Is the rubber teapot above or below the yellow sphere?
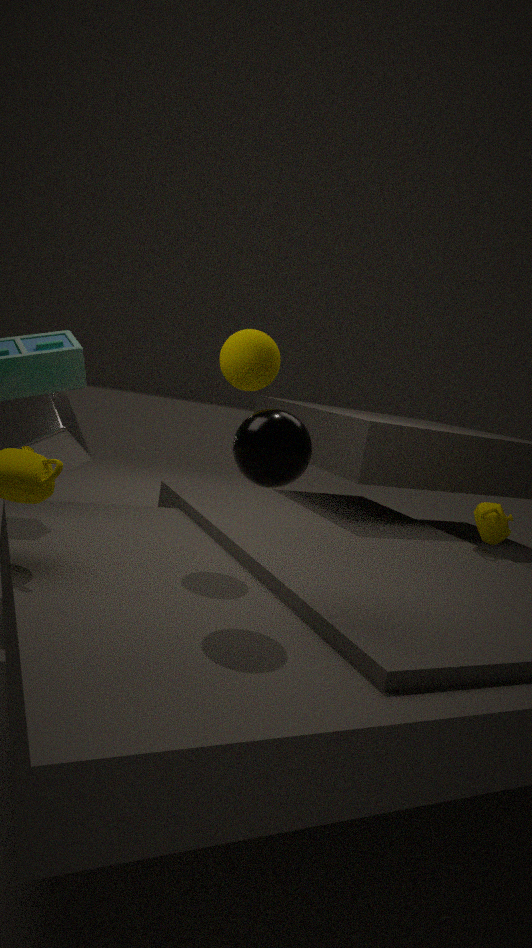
below
